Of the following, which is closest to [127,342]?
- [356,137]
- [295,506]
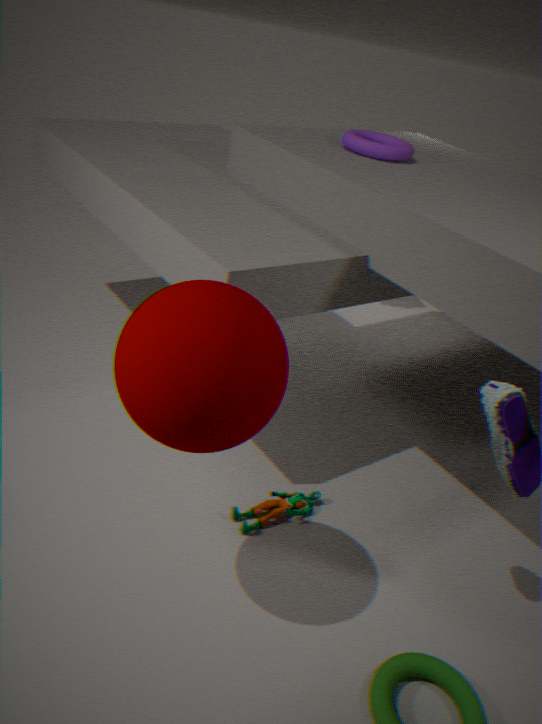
[295,506]
